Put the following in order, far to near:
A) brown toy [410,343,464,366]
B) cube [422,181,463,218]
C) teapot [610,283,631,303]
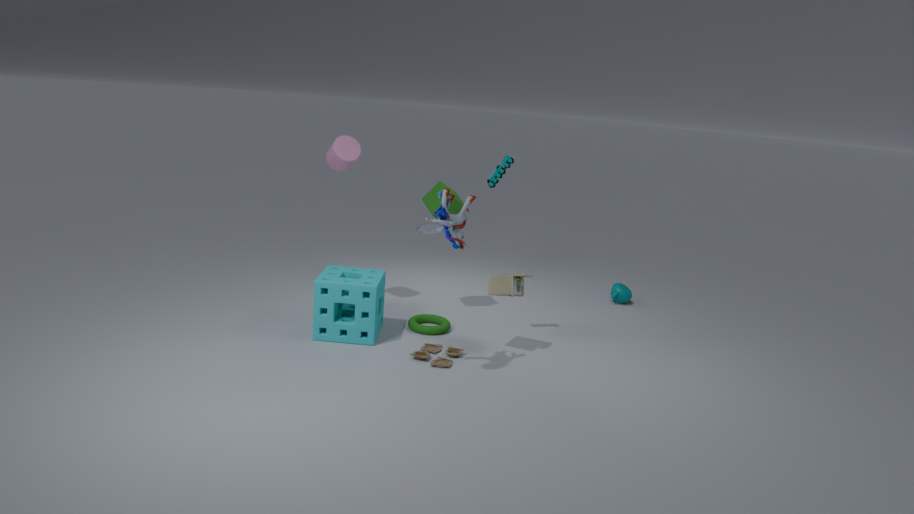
1. teapot [610,283,631,303]
2. cube [422,181,463,218]
3. brown toy [410,343,464,366]
